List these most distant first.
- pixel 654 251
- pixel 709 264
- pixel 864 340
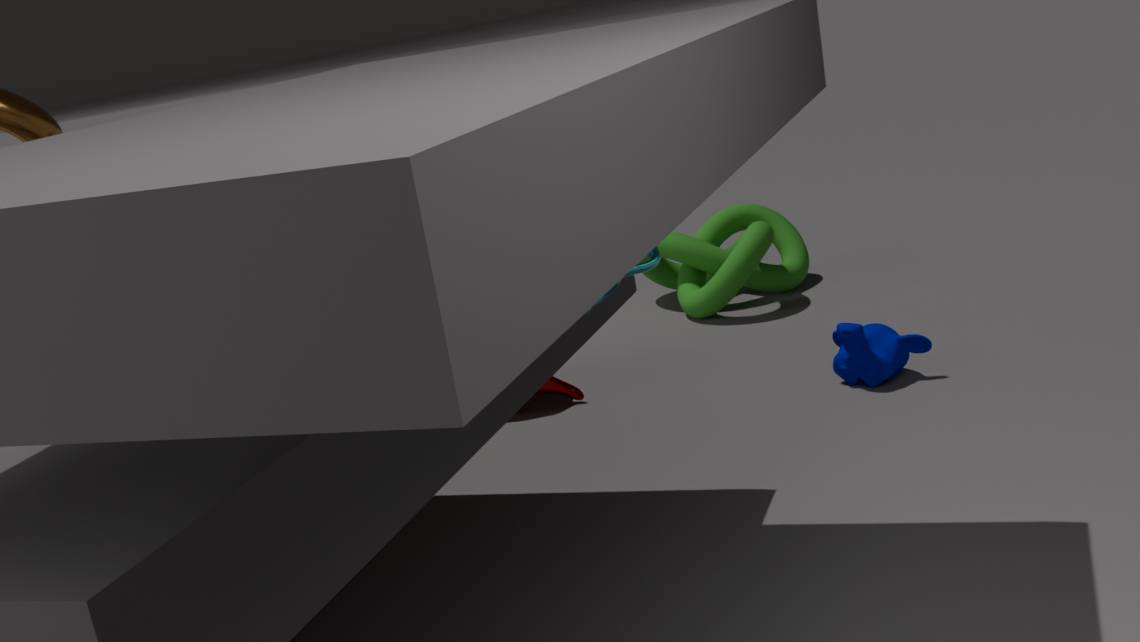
pixel 709 264 < pixel 864 340 < pixel 654 251
